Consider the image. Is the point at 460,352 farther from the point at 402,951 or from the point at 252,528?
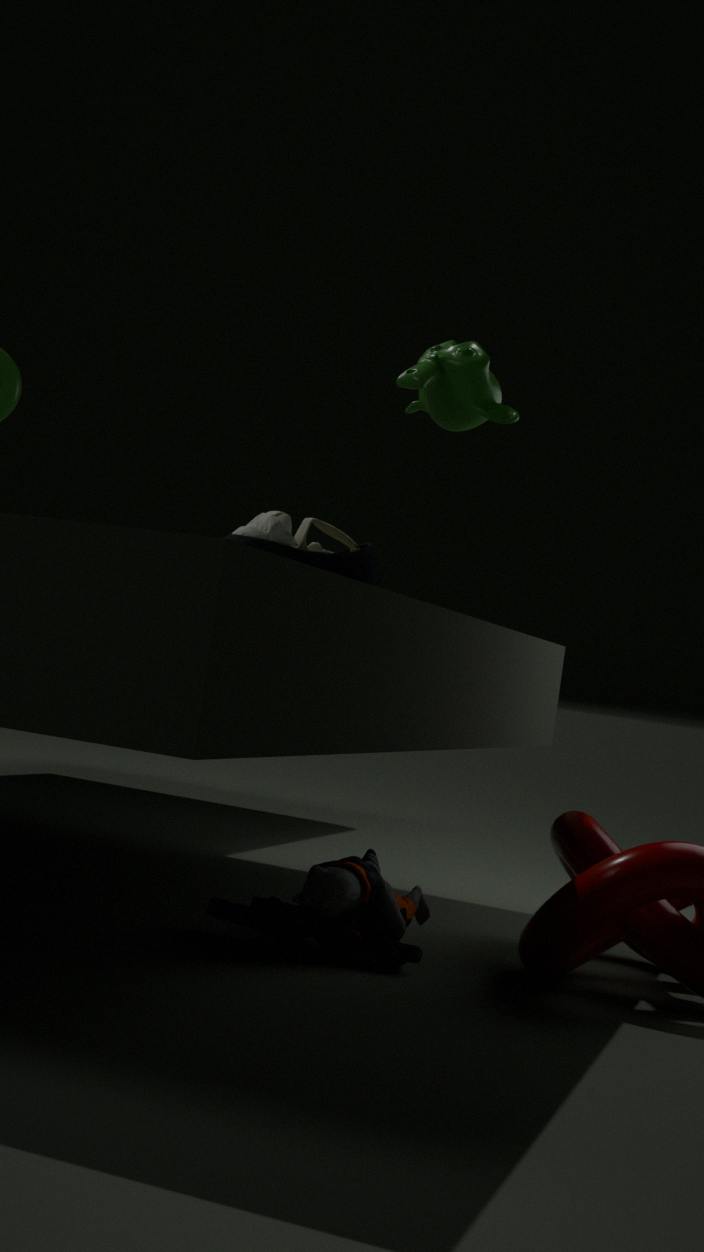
the point at 402,951
